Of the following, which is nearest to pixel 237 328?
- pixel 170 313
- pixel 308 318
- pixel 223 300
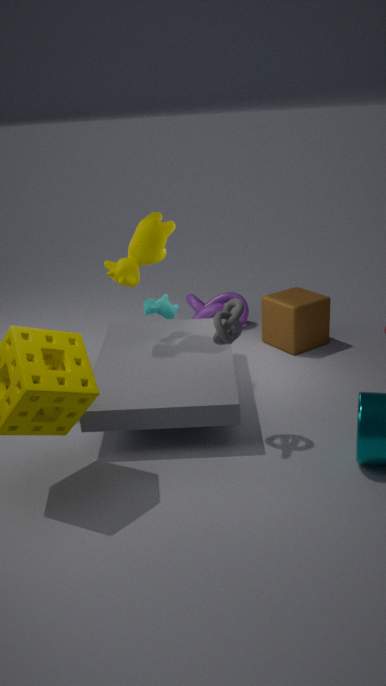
pixel 170 313
